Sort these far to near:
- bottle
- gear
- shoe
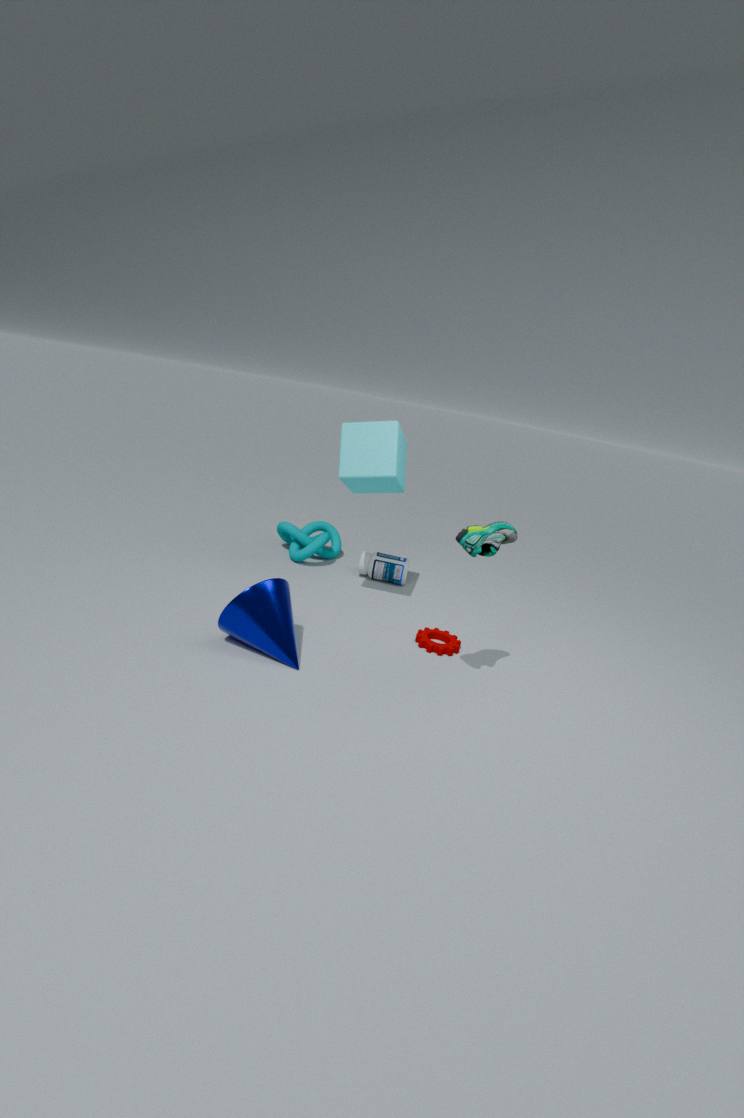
1. bottle
2. gear
3. shoe
